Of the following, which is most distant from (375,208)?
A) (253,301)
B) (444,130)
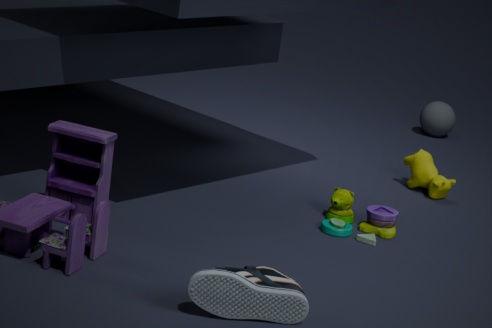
(444,130)
